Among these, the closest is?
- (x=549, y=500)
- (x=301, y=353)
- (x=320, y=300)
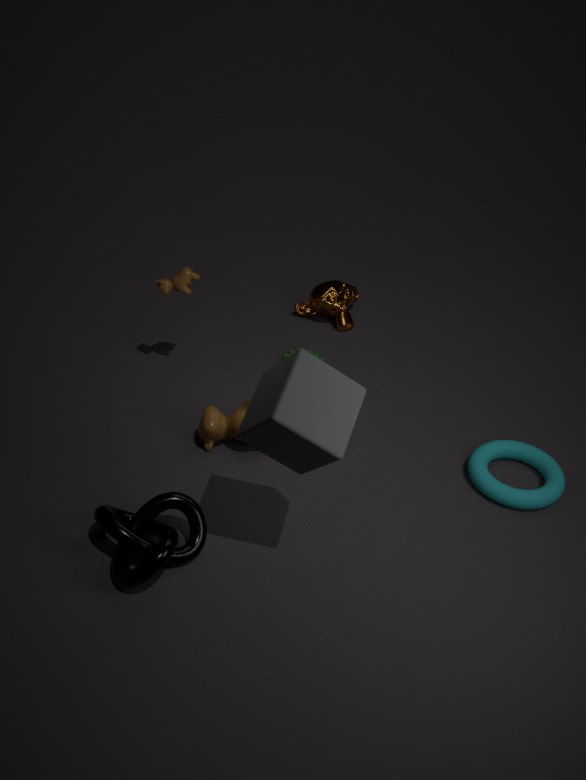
(x=301, y=353)
